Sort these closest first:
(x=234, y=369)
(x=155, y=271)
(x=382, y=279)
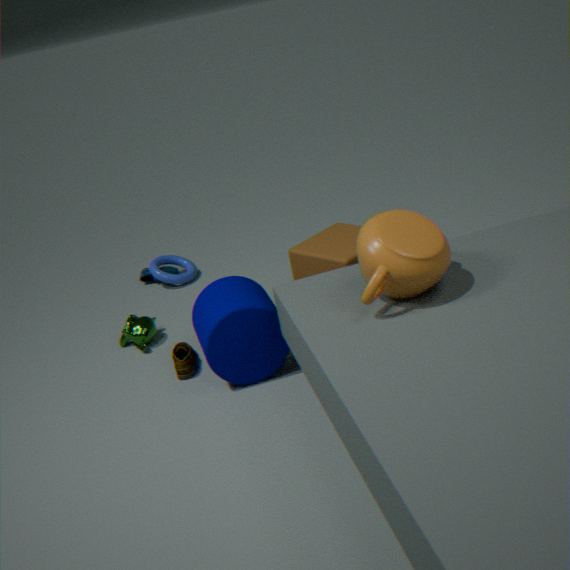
(x=382, y=279) < (x=234, y=369) < (x=155, y=271)
